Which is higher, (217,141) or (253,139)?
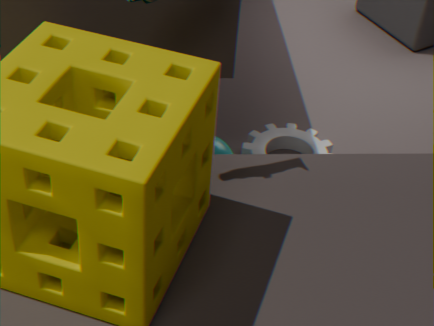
(217,141)
